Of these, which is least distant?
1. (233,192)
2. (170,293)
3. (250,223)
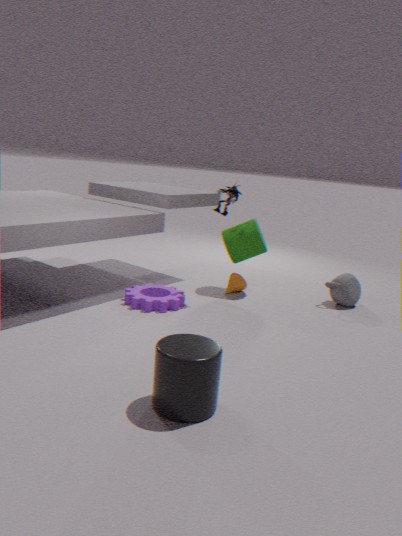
(233,192)
